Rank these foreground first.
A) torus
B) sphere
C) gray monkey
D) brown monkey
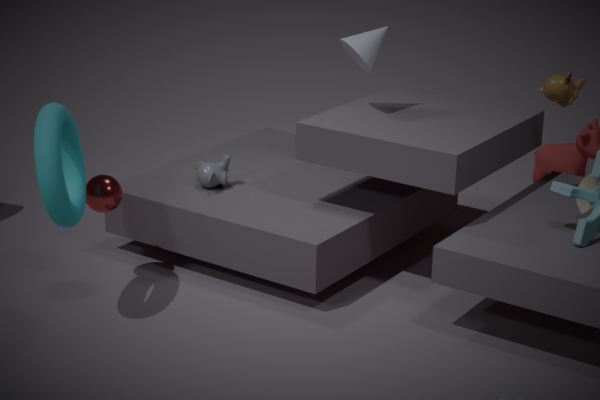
1. torus
2. brown monkey
3. sphere
4. gray monkey
